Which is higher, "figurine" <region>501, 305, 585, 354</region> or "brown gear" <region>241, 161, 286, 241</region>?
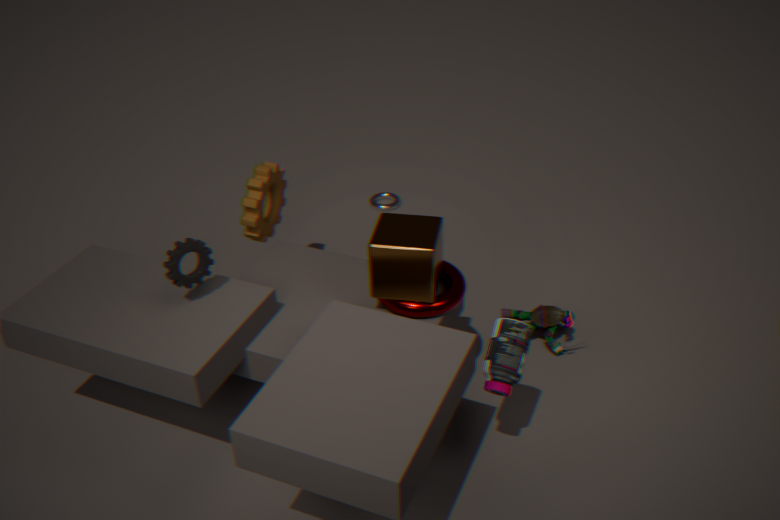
"brown gear" <region>241, 161, 286, 241</region>
